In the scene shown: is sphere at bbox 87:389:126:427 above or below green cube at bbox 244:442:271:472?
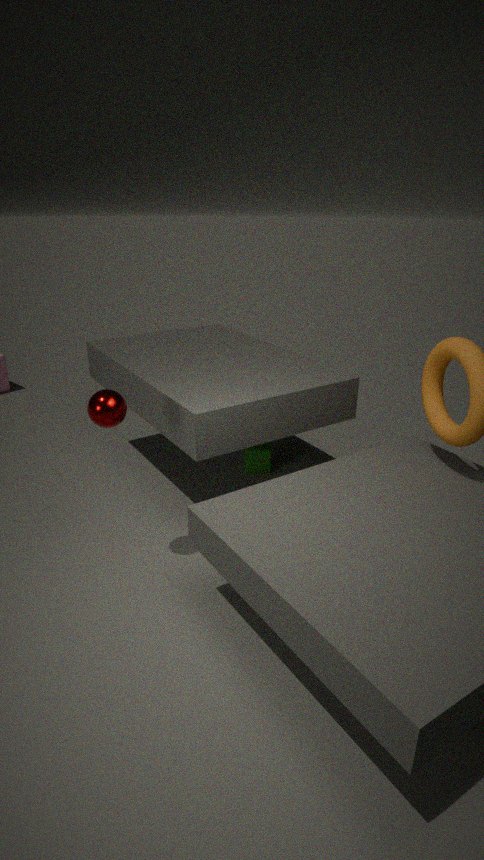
above
